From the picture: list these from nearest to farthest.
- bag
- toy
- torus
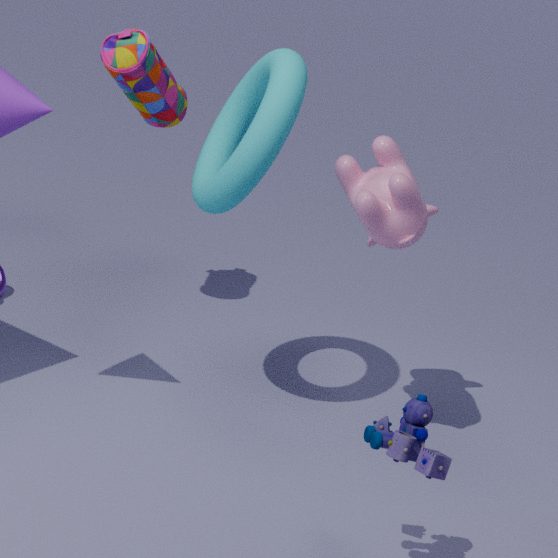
toy, torus, bag
